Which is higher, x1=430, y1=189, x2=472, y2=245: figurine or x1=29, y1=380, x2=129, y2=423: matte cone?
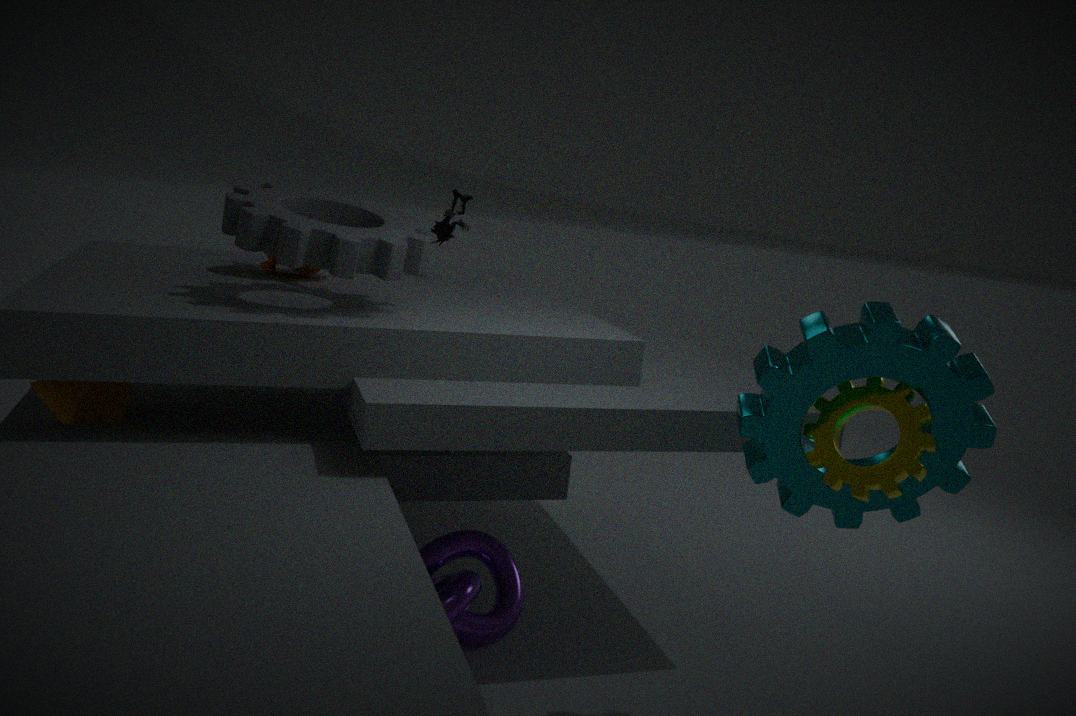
x1=430, y1=189, x2=472, y2=245: figurine
